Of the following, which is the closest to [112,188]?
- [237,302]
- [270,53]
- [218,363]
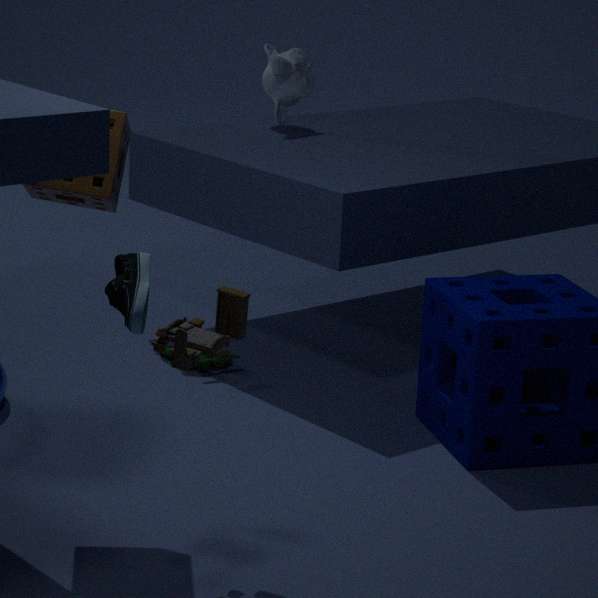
[237,302]
